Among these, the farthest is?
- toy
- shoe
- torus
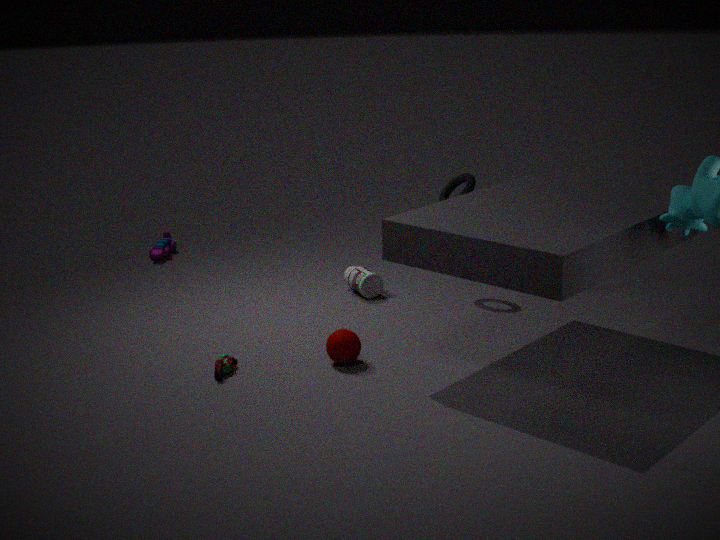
toy
